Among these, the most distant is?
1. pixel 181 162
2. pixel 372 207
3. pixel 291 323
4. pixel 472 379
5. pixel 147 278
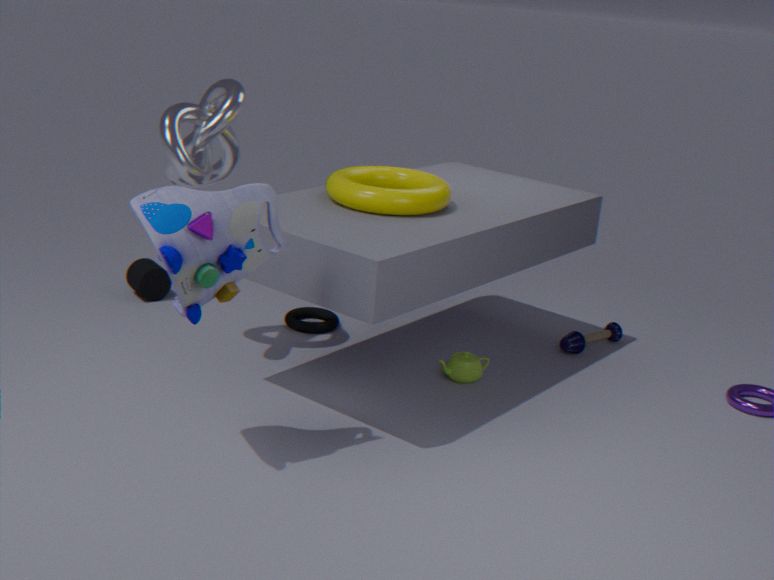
pixel 147 278
